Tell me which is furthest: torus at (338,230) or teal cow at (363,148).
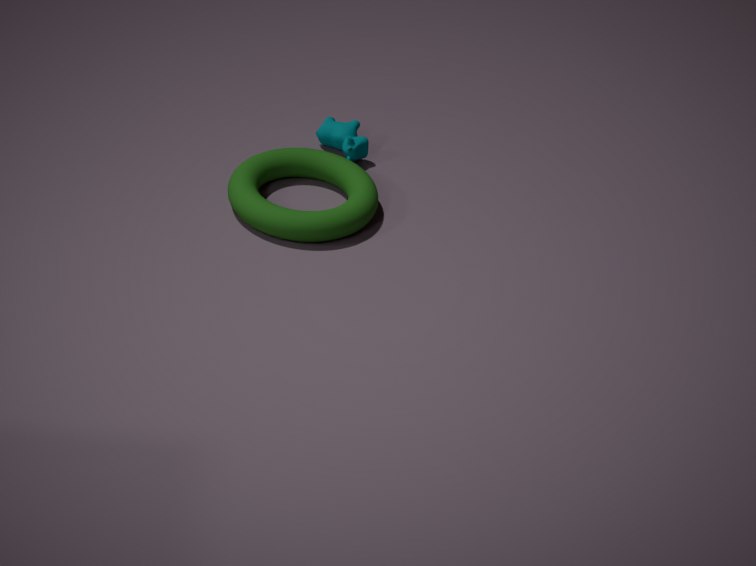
teal cow at (363,148)
